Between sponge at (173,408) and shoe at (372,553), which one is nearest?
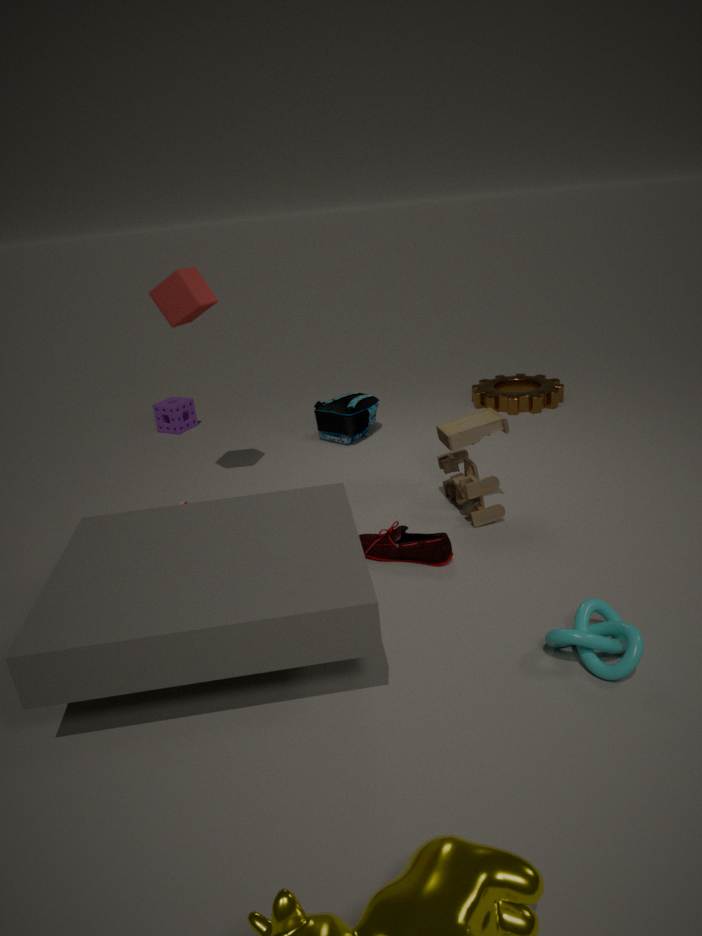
Answer: shoe at (372,553)
